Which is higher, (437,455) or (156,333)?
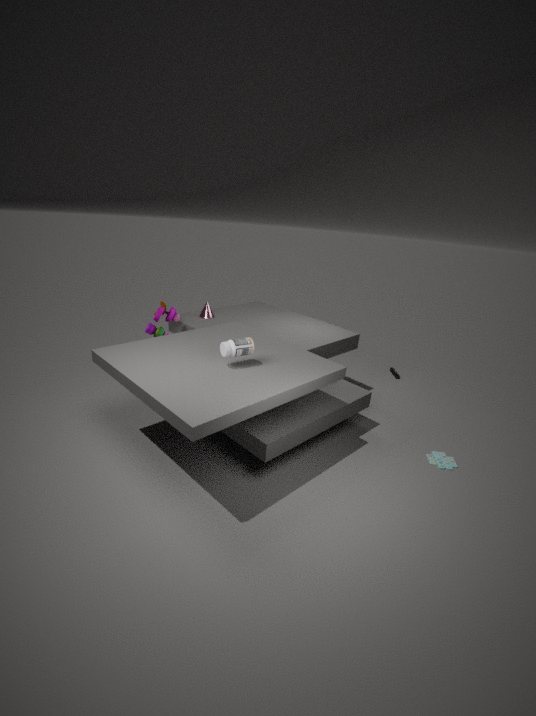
(156,333)
